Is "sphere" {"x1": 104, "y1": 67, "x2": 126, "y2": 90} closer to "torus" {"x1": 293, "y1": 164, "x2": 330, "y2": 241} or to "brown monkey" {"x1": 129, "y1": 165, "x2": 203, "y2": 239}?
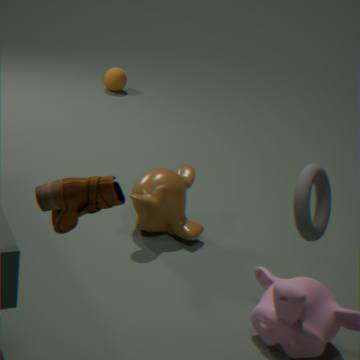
"brown monkey" {"x1": 129, "y1": 165, "x2": 203, "y2": 239}
